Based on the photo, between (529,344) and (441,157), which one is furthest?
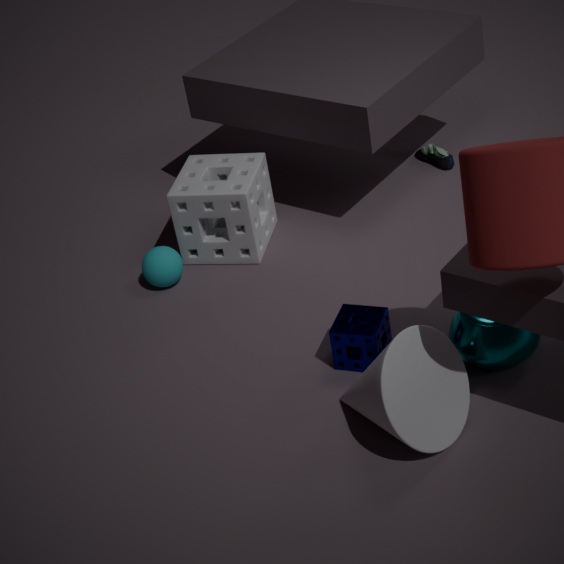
(441,157)
